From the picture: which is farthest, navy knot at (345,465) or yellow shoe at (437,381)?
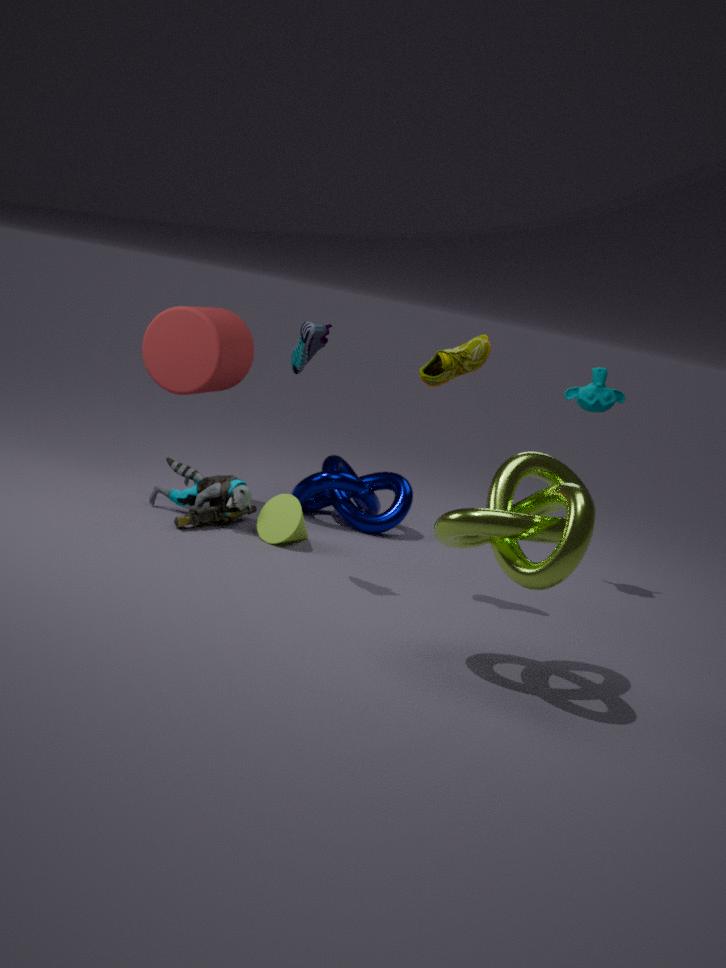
navy knot at (345,465)
